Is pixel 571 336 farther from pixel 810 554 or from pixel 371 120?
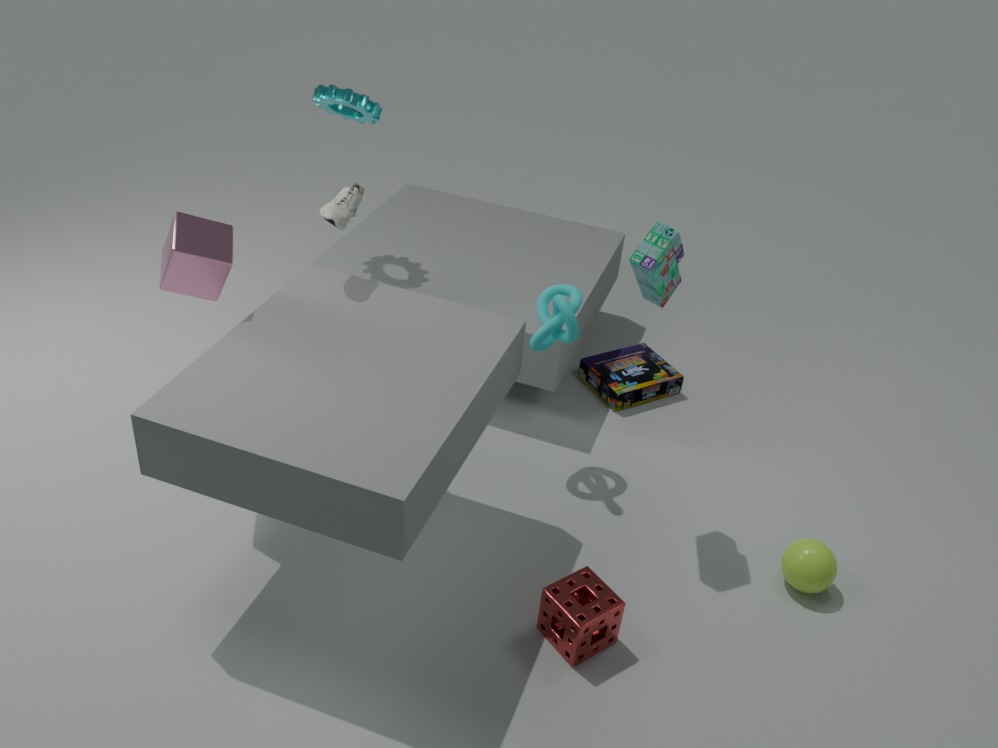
pixel 371 120
